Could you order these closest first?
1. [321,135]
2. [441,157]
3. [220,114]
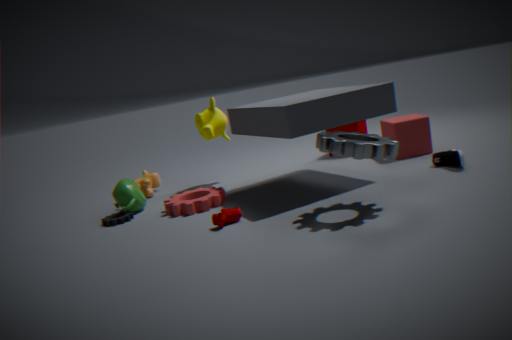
[321,135] < [441,157] < [220,114]
